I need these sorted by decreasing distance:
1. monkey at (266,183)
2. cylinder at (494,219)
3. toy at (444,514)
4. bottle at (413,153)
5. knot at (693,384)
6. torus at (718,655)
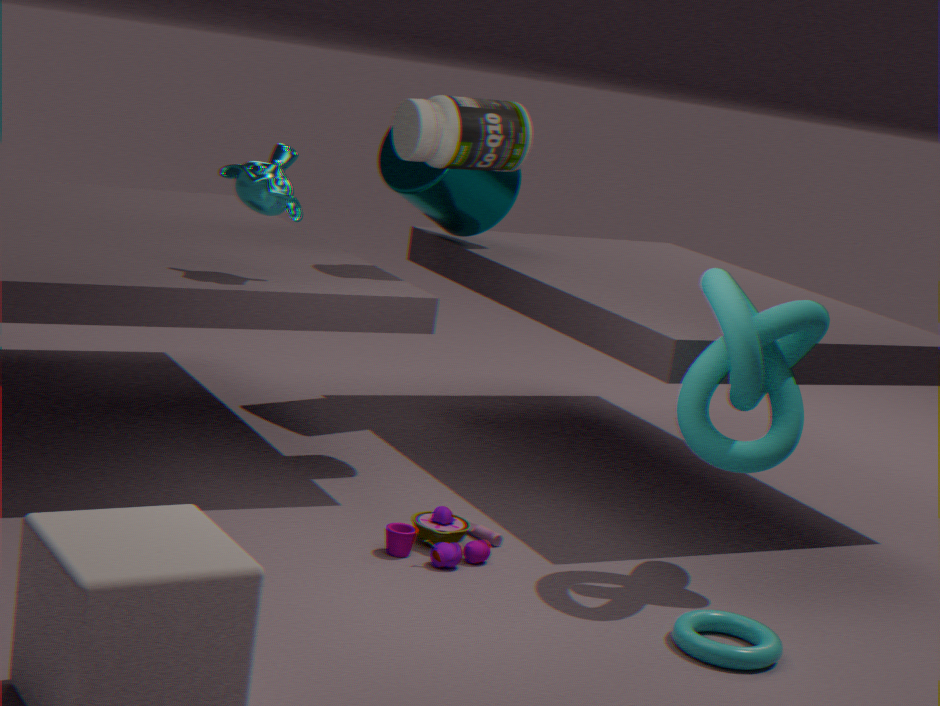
cylinder at (494,219), bottle at (413,153), monkey at (266,183), toy at (444,514), knot at (693,384), torus at (718,655)
